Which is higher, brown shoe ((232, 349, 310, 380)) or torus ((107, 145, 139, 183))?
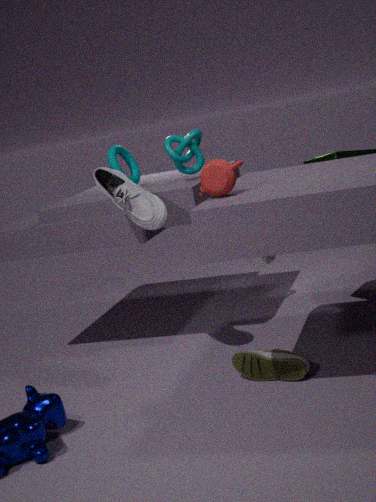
torus ((107, 145, 139, 183))
